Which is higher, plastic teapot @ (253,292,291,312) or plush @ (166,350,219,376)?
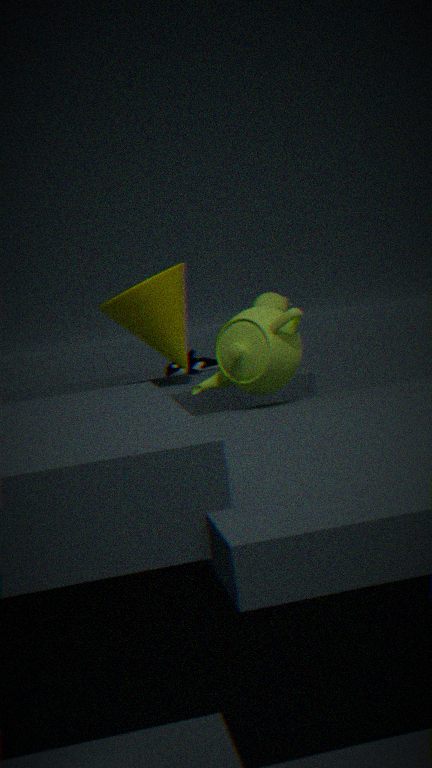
plastic teapot @ (253,292,291,312)
